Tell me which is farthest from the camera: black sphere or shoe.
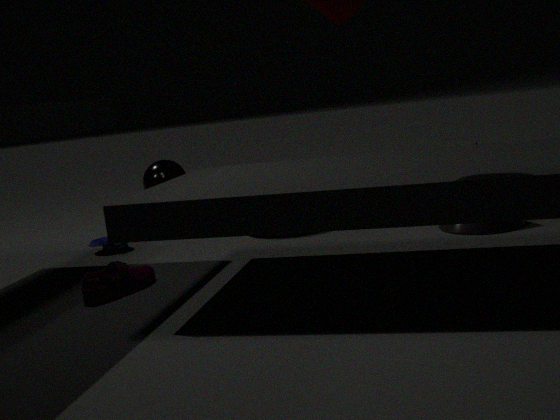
black sphere
